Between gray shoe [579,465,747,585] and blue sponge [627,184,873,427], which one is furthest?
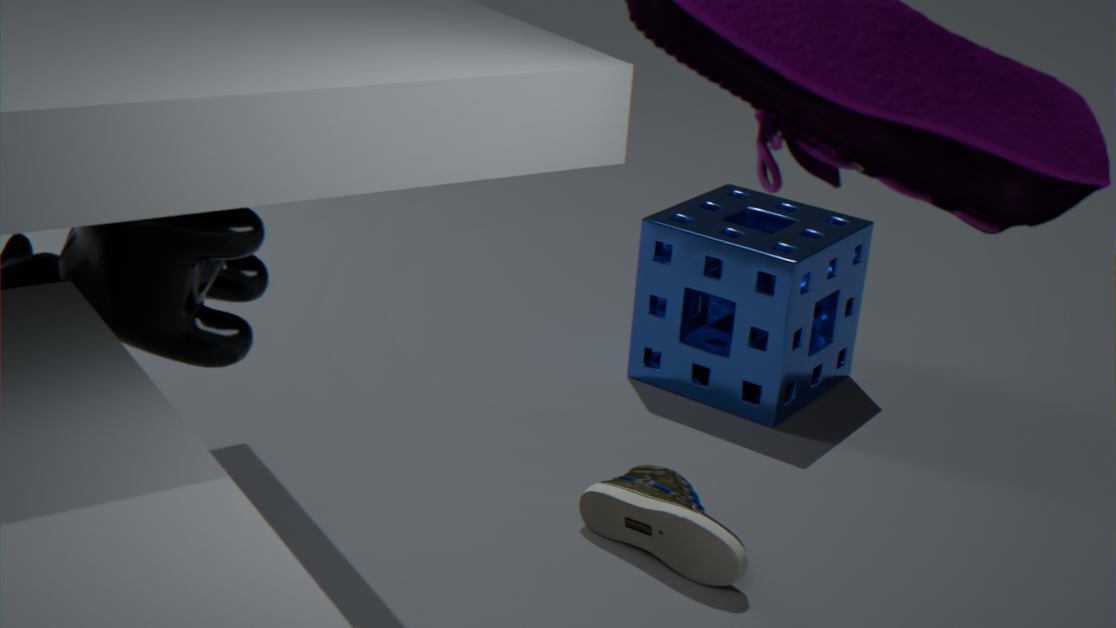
blue sponge [627,184,873,427]
